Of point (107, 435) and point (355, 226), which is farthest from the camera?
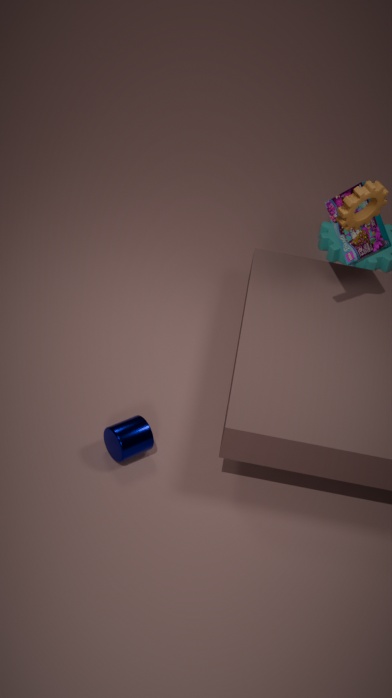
point (355, 226)
